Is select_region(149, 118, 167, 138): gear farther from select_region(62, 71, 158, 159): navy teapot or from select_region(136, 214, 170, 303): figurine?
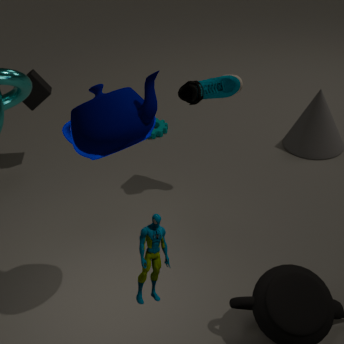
select_region(136, 214, 170, 303): figurine
